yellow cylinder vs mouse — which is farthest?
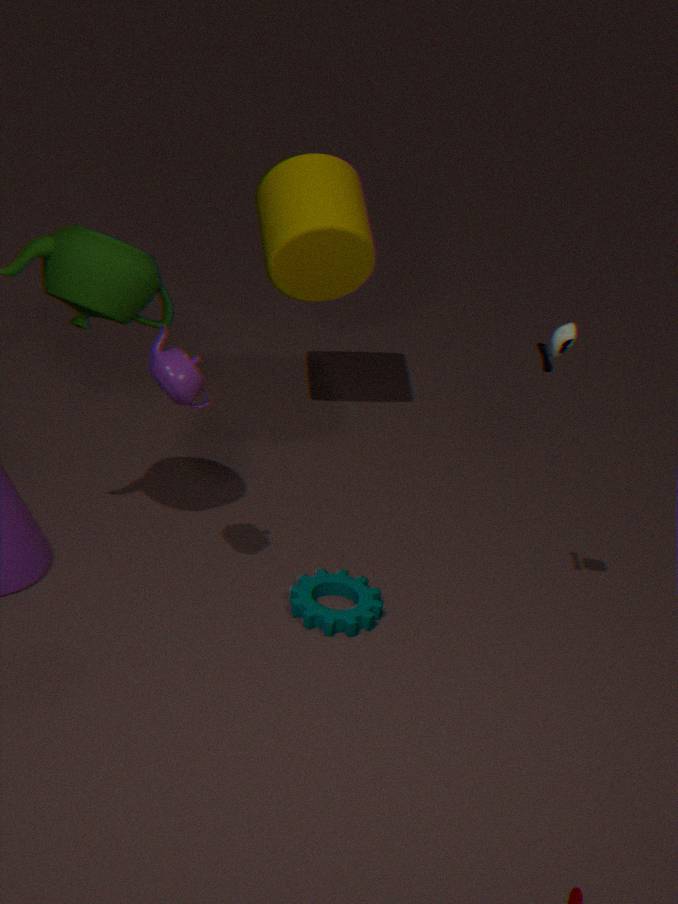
yellow cylinder
